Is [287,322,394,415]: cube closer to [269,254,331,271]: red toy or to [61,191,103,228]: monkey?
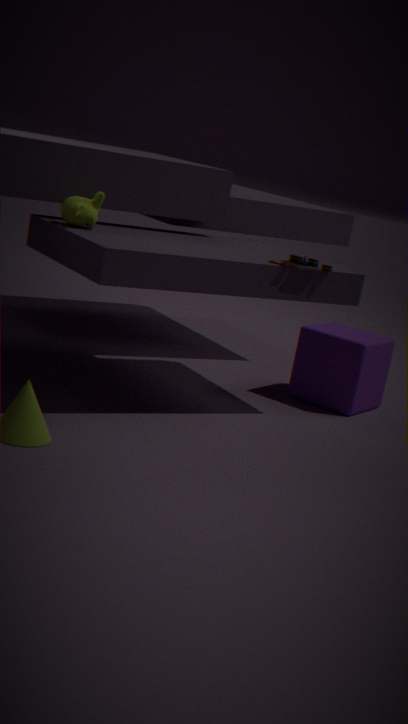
[269,254,331,271]: red toy
